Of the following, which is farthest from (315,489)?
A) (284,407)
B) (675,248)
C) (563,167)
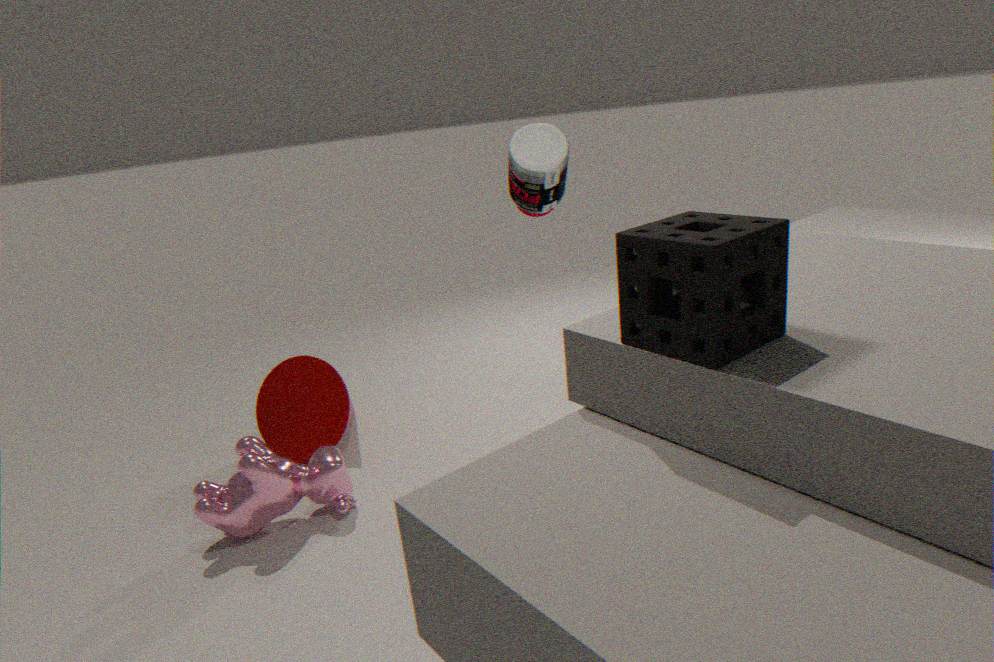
(675,248)
